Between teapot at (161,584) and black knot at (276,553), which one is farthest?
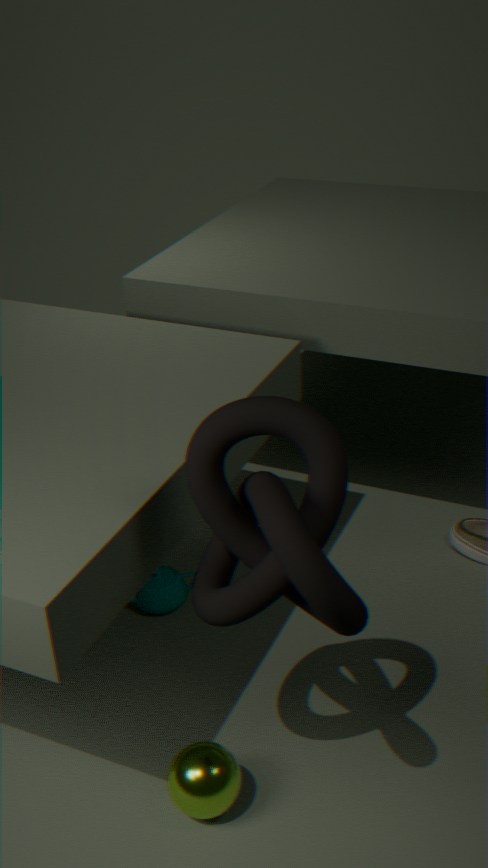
teapot at (161,584)
